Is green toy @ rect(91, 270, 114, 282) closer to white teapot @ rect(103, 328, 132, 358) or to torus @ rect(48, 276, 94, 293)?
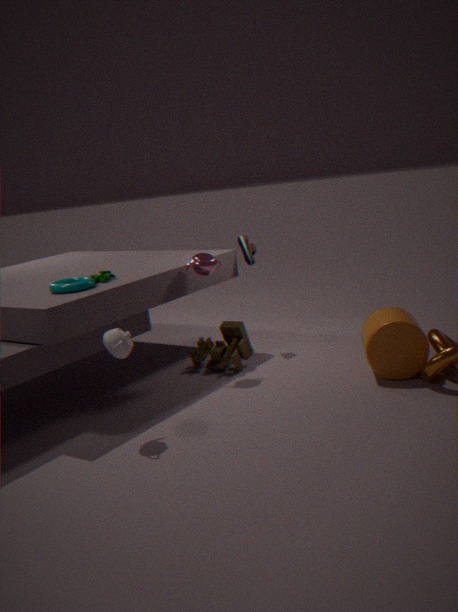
torus @ rect(48, 276, 94, 293)
